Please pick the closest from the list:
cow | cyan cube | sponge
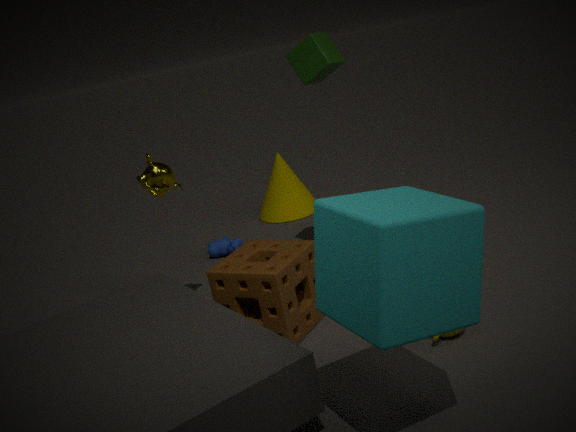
cyan cube
